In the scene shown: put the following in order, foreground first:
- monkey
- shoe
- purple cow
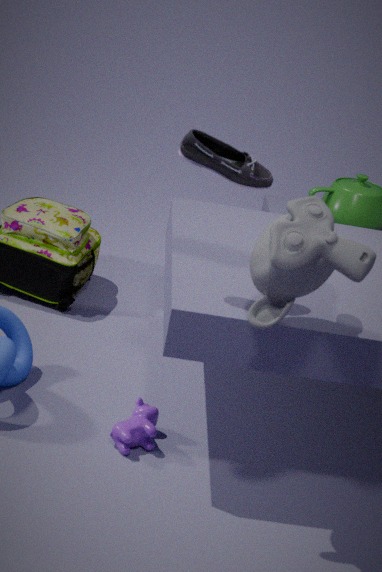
1. monkey
2. shoe
3. purple cow
